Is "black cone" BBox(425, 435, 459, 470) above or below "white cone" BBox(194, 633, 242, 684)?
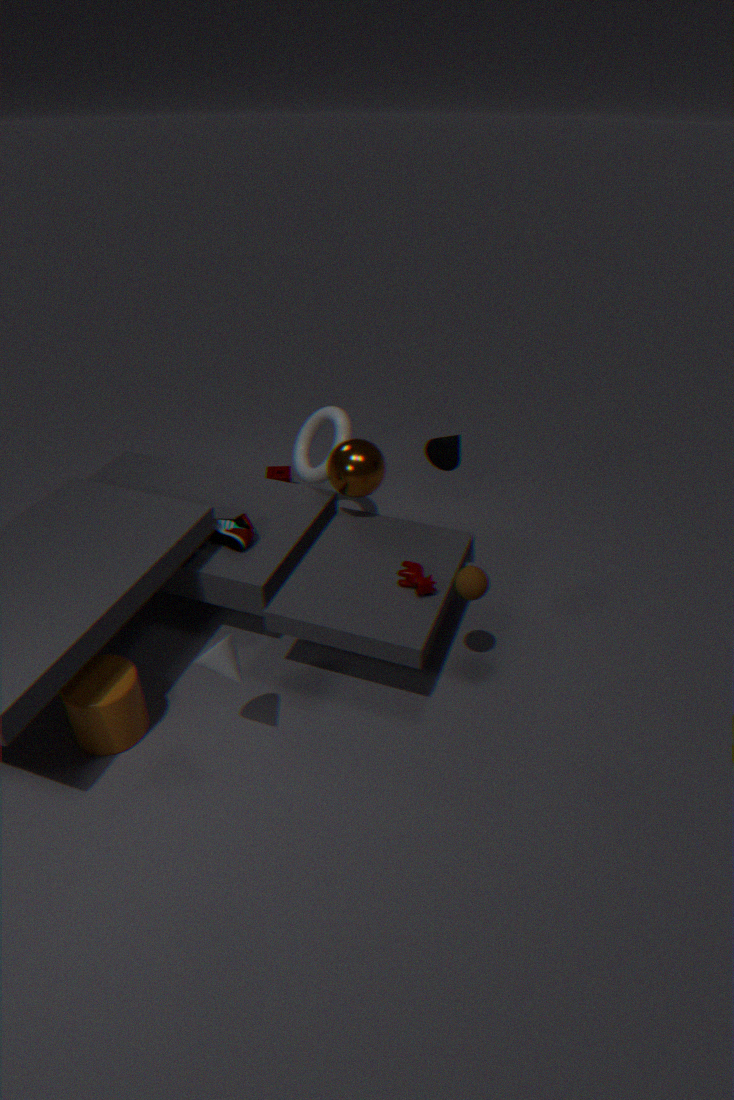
above
